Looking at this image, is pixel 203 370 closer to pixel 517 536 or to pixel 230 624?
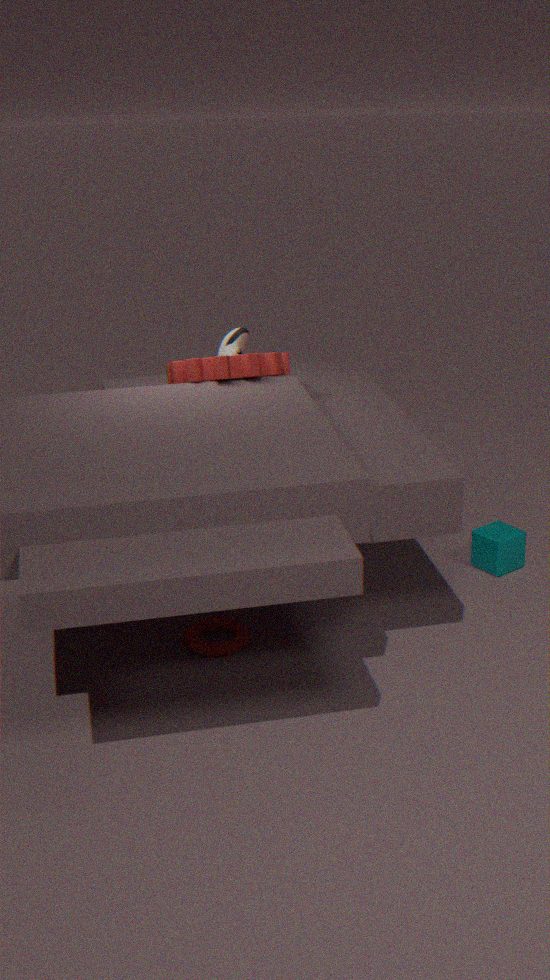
pixel 230 624
